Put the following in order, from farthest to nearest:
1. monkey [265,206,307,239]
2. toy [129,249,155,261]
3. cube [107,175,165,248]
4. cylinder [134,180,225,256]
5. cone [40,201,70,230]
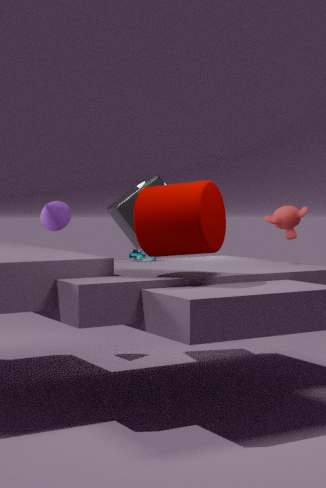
cone [40,201,70,230]
cube [107,175,165,248]
toy [129,249,155,261]
monkey [265,206,307,239]
cylinder [134,180,225,256]
